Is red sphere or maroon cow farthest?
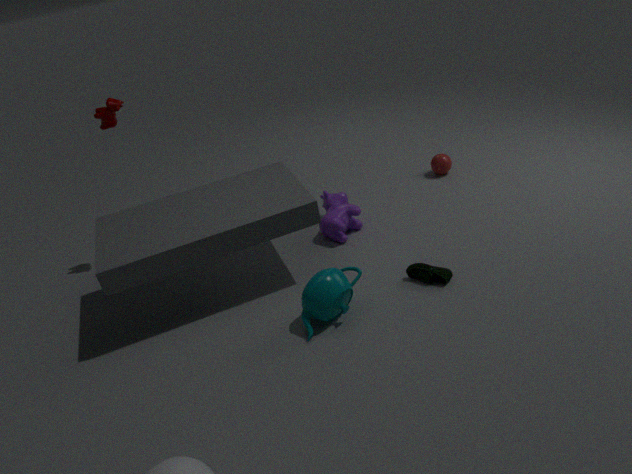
red sphere
